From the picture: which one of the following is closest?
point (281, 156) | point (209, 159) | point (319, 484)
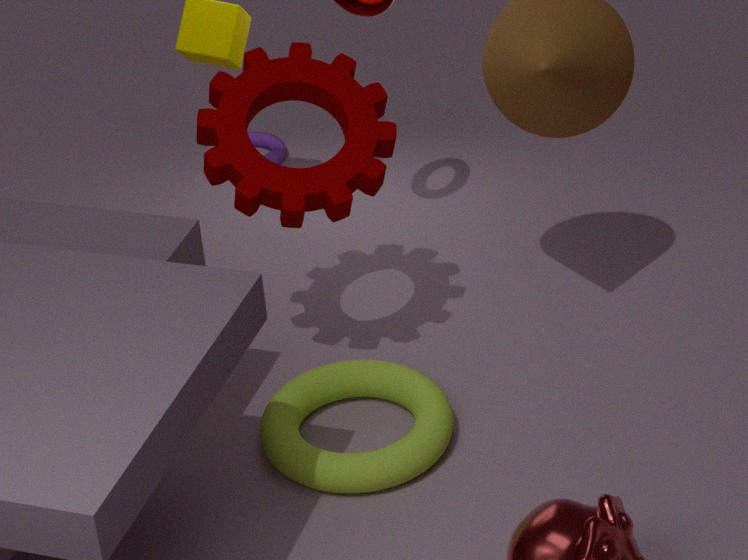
point (319, 484)
